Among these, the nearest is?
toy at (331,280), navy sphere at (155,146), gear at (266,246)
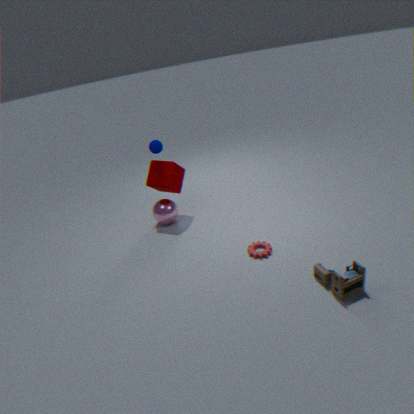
toy at (331,280)
